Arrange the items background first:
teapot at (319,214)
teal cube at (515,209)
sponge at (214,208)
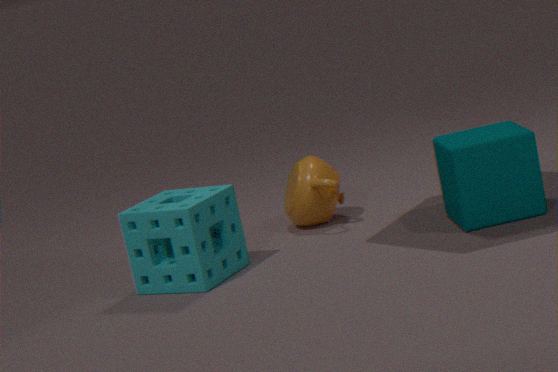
teapot at (319,214) → teal cube at (515,209) → sponge at (214,208)
